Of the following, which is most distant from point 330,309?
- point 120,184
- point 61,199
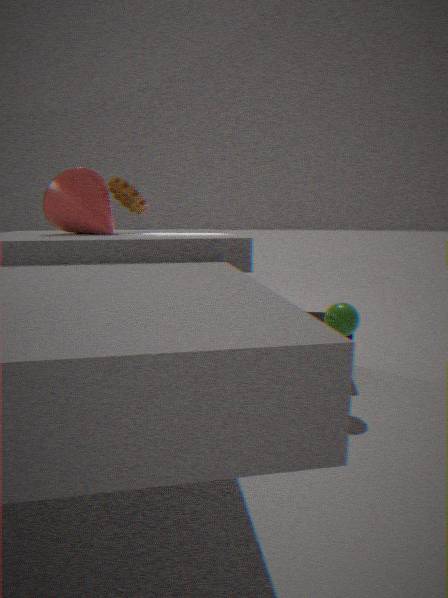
point 61,199
